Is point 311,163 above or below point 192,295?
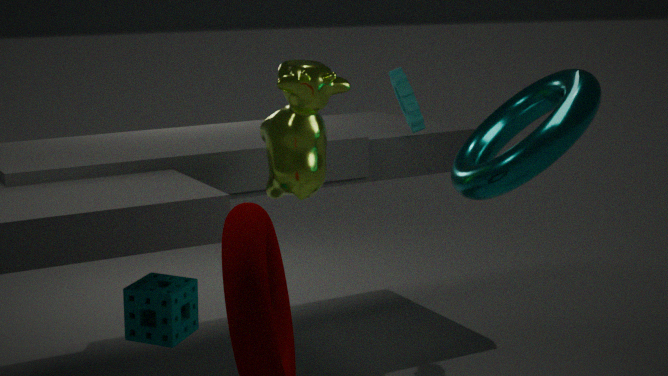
above
